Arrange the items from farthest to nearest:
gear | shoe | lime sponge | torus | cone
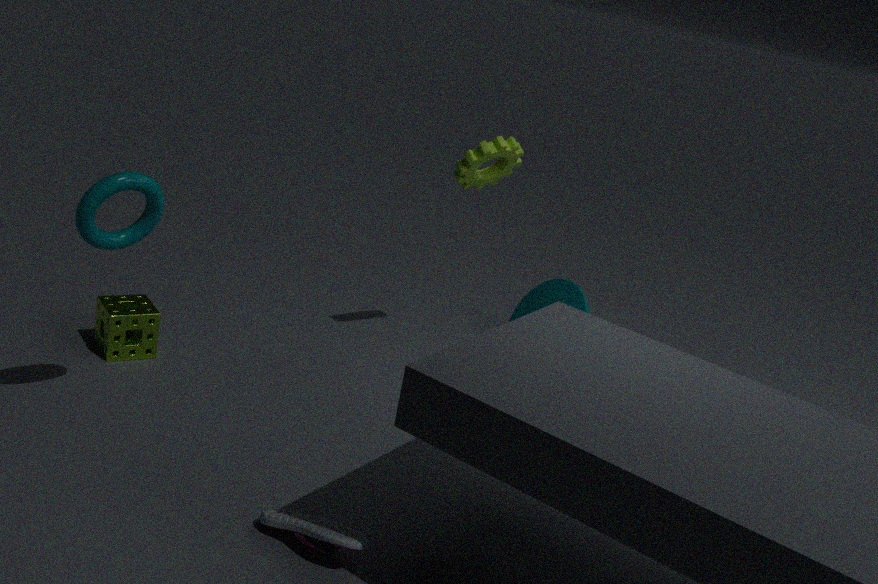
cone < gear < lime sponge < torus < shoe
